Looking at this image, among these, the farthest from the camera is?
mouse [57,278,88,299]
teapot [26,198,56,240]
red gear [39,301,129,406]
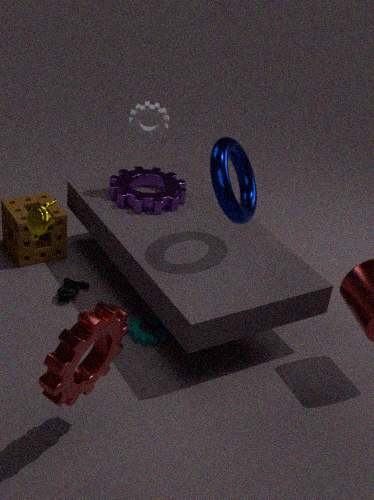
mouse [57,278,88,299]
